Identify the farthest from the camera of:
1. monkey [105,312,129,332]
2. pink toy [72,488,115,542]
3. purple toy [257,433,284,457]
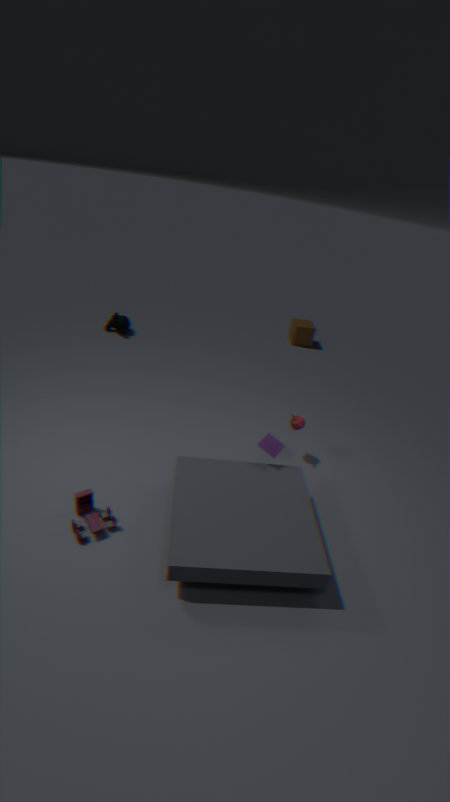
monkey [105,312,129,332]
